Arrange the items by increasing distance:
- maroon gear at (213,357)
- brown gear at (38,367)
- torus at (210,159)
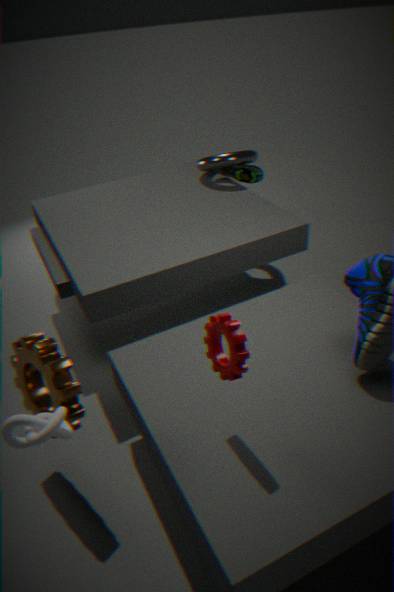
1. maroon gear at (213,357)
2. brown gear at (38,367)
3. torus at (210,159)
